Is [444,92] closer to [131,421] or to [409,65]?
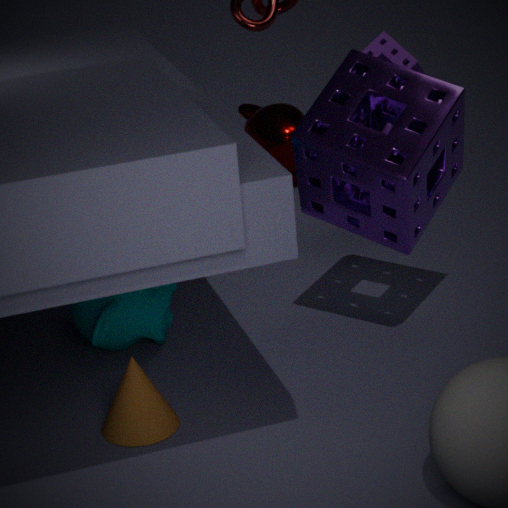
[409,65]
